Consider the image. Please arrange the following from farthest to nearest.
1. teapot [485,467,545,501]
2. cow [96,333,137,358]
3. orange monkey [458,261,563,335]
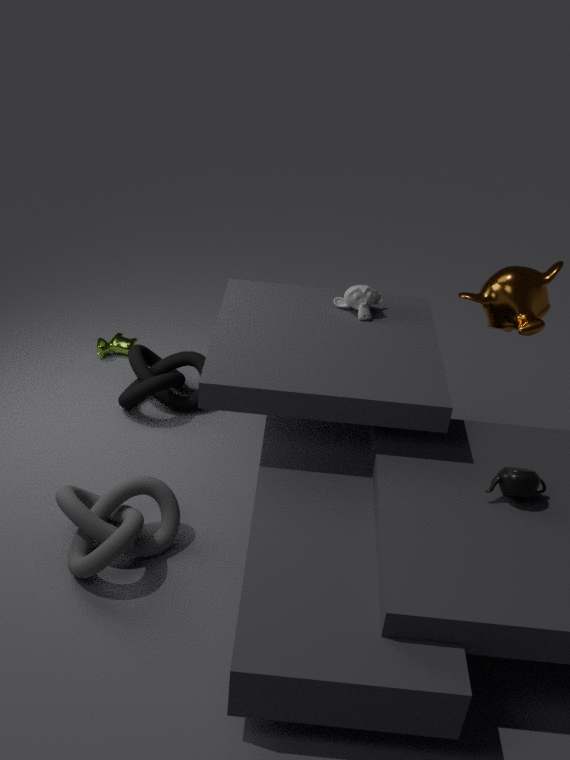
cow [96,333,137,358] < orange monkey [458,261,563,335] < teapot [485,467,545,501]
